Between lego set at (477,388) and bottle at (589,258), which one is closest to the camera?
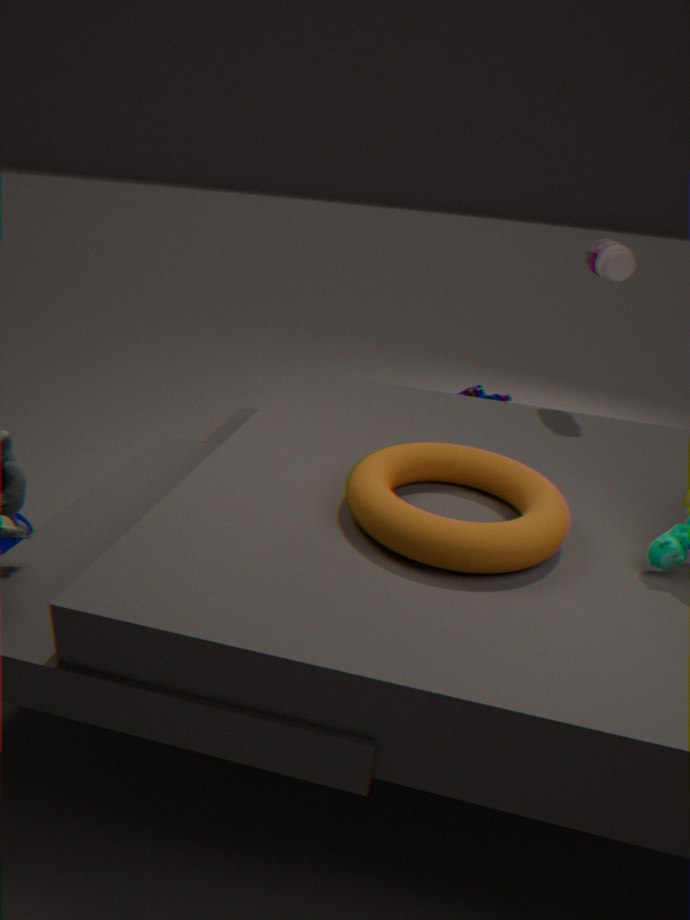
A: bottle at (589,258)
